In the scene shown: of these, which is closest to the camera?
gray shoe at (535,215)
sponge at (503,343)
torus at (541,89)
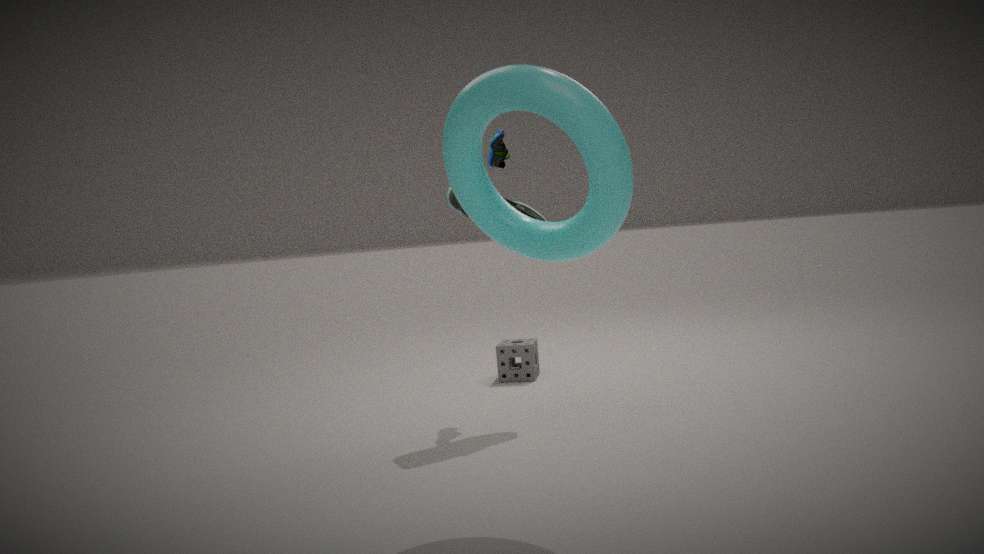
torus at (541,89)
